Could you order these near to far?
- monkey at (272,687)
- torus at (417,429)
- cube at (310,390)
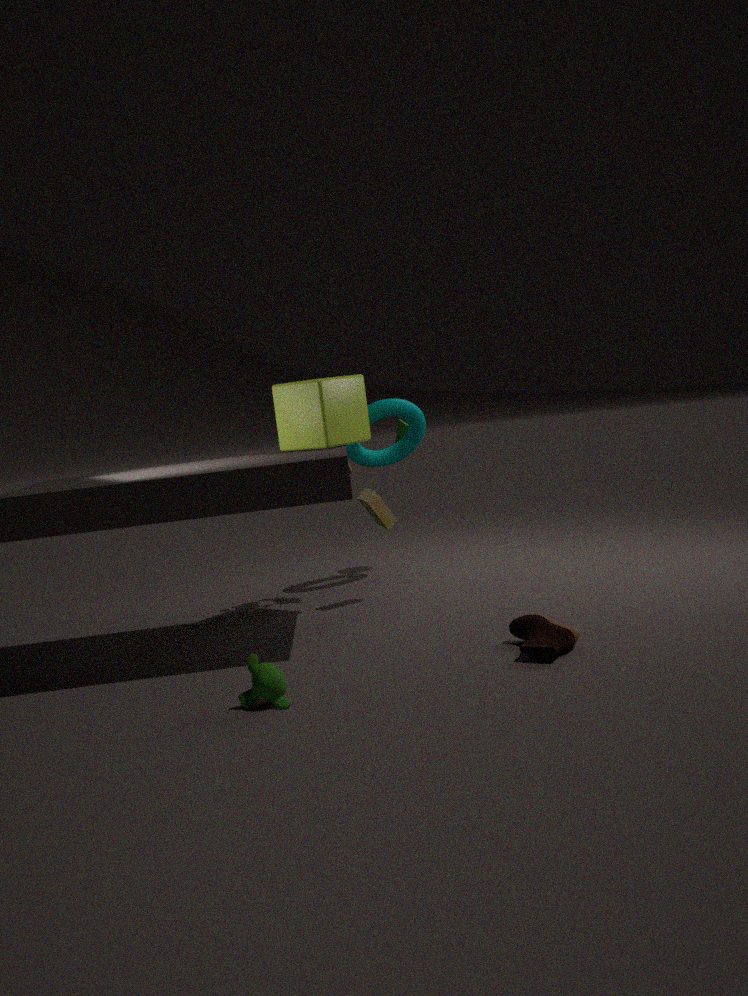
monkey at (272,687)
cube at (310,390)
torus at (417,429)
